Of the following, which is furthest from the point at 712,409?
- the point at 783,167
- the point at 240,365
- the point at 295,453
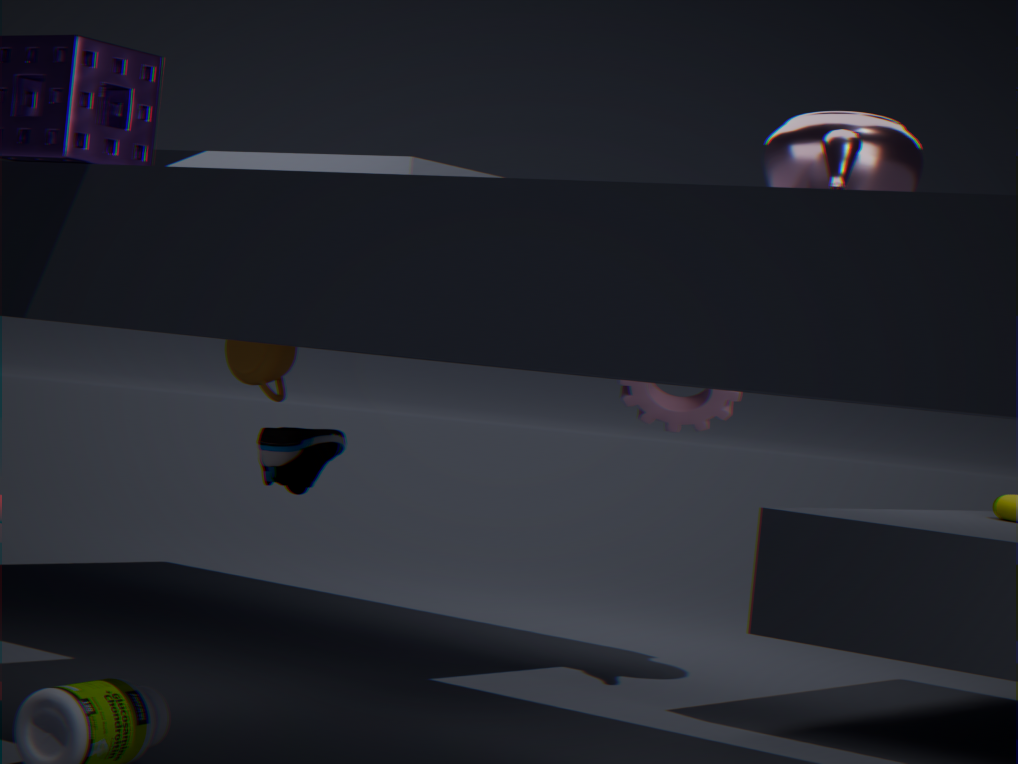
the point at 240,365
